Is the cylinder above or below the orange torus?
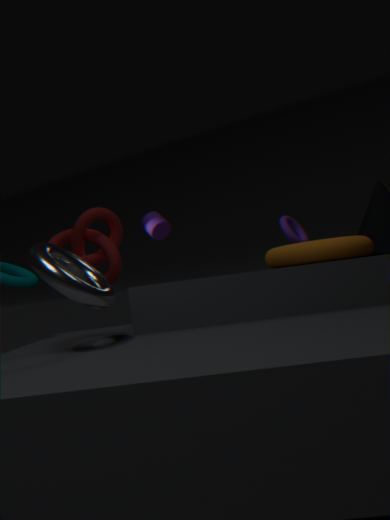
above
